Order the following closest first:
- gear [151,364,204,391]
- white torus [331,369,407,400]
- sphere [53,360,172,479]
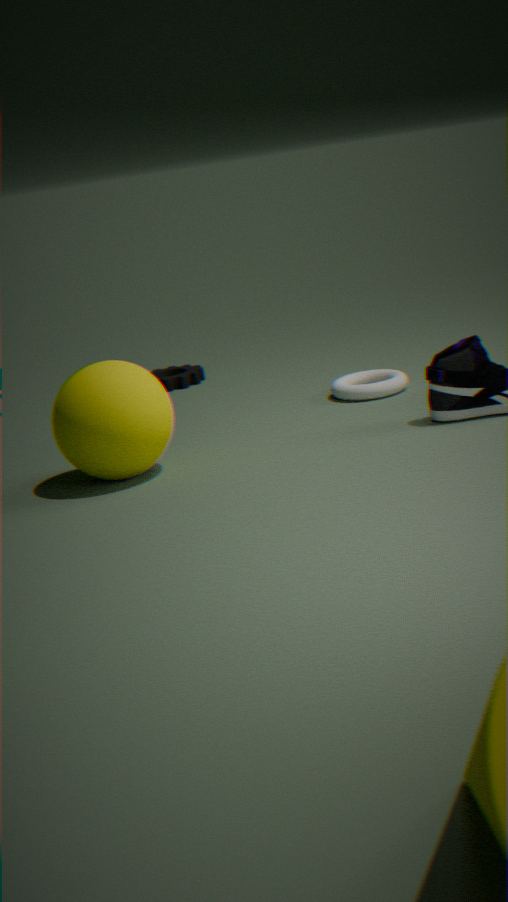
sphere [53,360,172,479], white torus [331,369,407,400], gear [151,364,204,391]
